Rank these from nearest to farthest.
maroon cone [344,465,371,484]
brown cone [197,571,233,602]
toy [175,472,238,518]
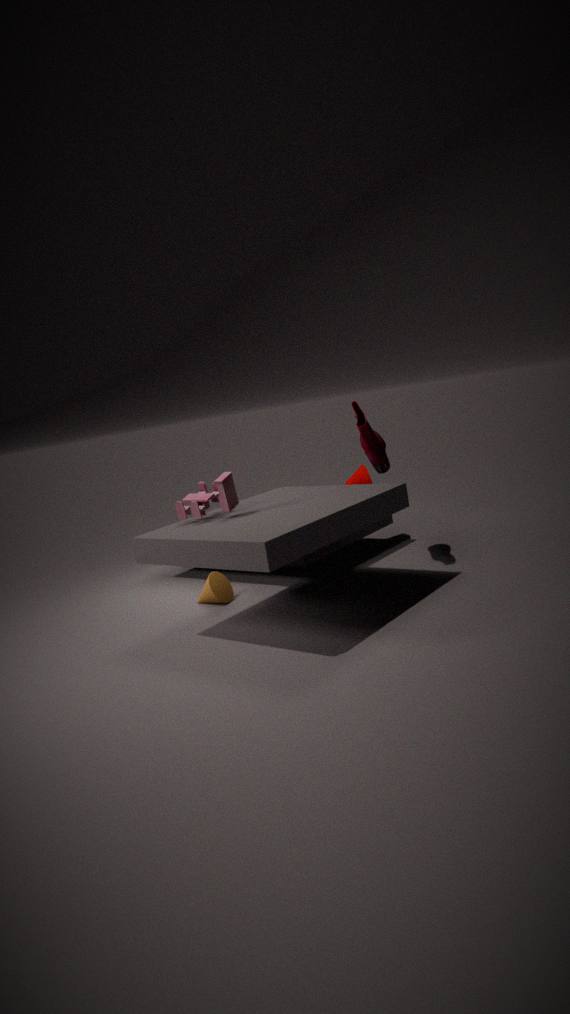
toy [175,472,238,518]
brown cone [197,571,233,602]
maroon cone [344,465,371,484]
